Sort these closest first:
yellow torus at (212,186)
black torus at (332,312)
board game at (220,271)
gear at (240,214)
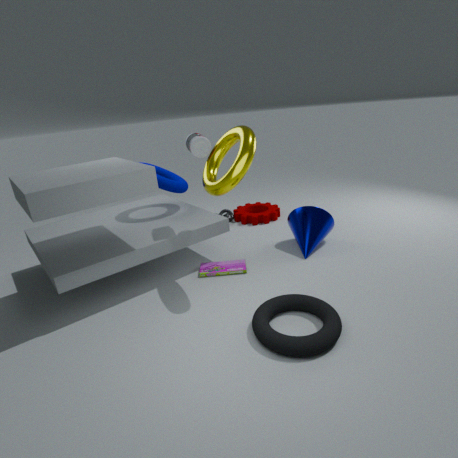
black torus at (332,312), yellow torus at (212,186), board game at (220,271), gear at (240,214)
